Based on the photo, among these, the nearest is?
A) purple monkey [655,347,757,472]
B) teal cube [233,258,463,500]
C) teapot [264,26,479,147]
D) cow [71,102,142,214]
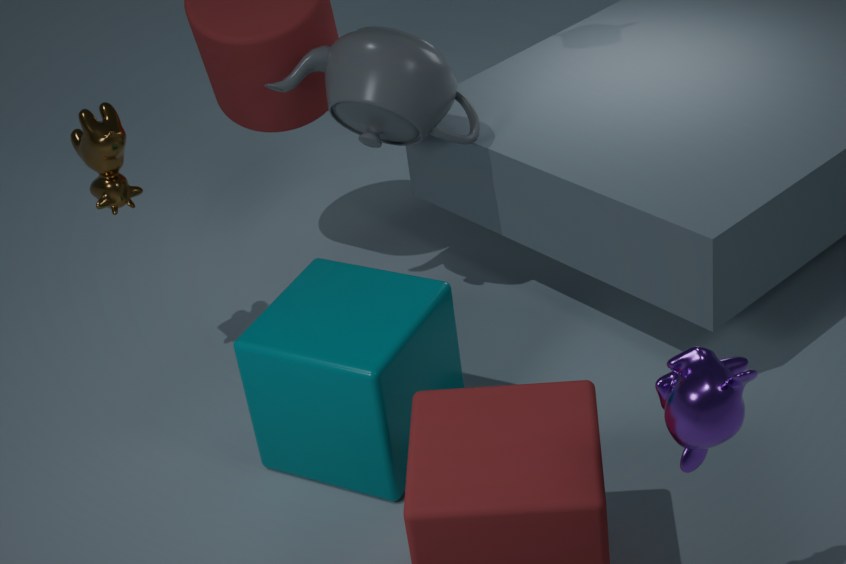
purple monkey [655,347,757,472]
